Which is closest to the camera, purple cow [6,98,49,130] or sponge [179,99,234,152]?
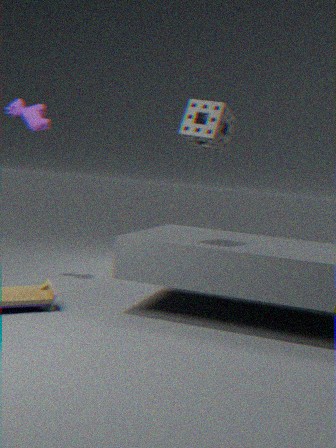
sponge [179,99,234,152]
